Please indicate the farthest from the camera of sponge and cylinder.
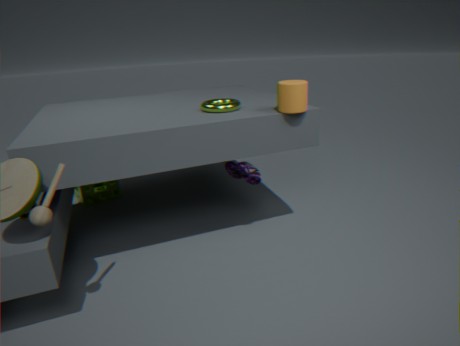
sponge
